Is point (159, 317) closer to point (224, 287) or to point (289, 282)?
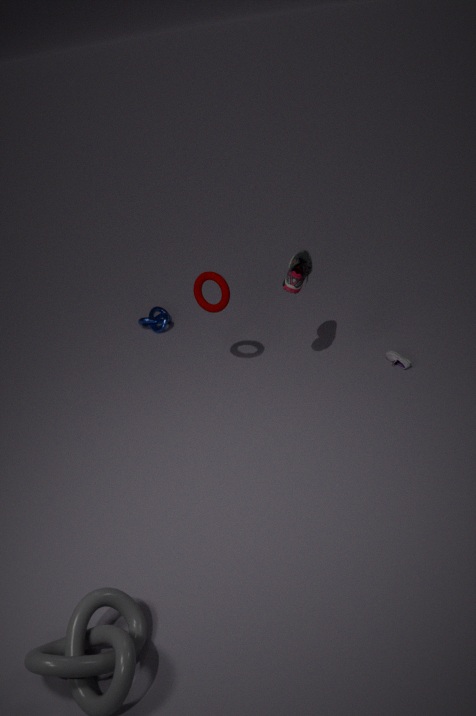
point (224, 287)
